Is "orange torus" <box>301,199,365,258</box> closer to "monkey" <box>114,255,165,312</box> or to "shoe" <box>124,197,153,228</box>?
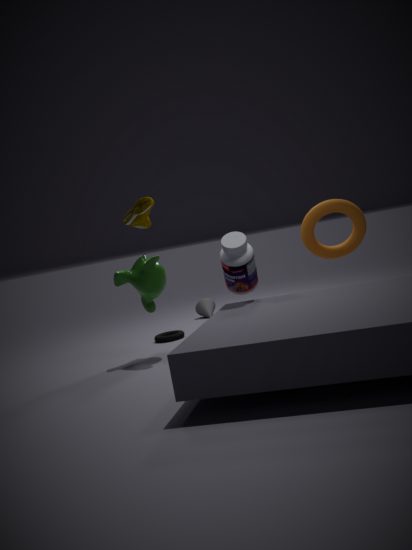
"monkey" <box>114,255,165,312</box>
